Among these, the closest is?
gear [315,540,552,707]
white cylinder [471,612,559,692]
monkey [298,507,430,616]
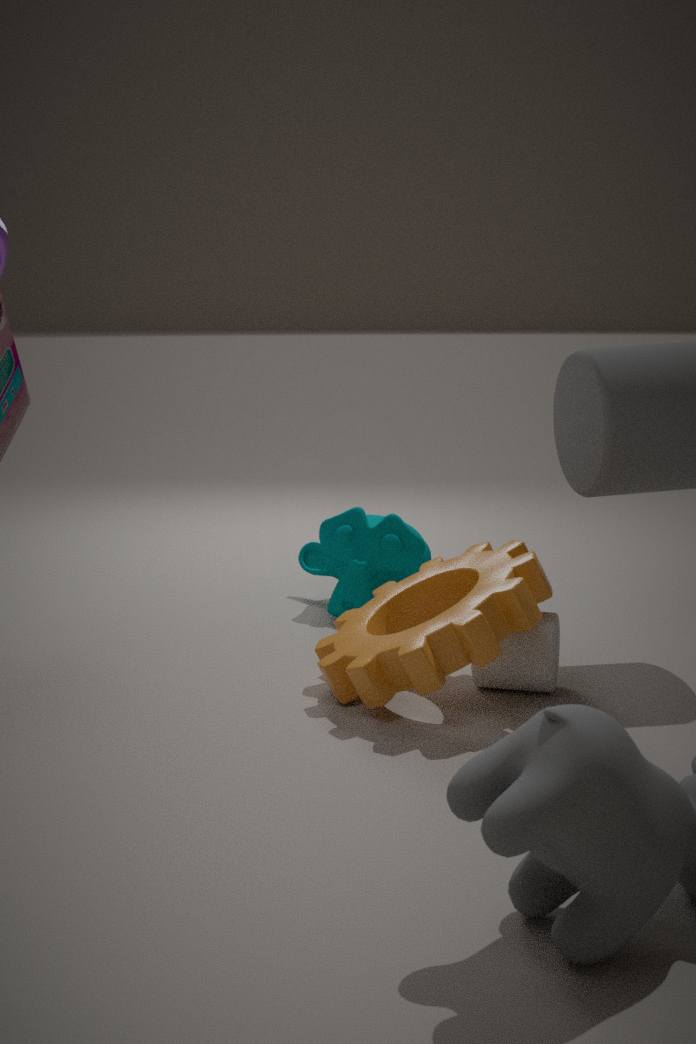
gear [315,540,552,707]
